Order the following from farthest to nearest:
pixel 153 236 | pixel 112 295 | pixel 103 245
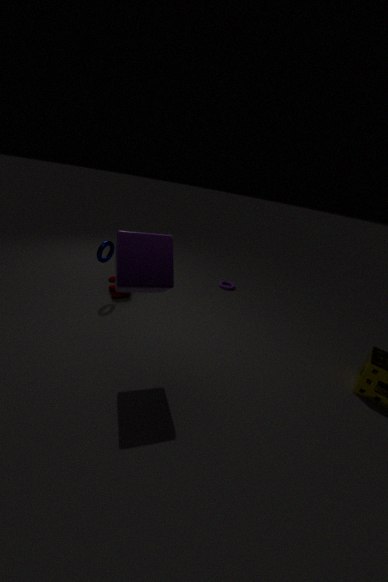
pixel 112 295 < pixel 103 245 < pixel 153 236
